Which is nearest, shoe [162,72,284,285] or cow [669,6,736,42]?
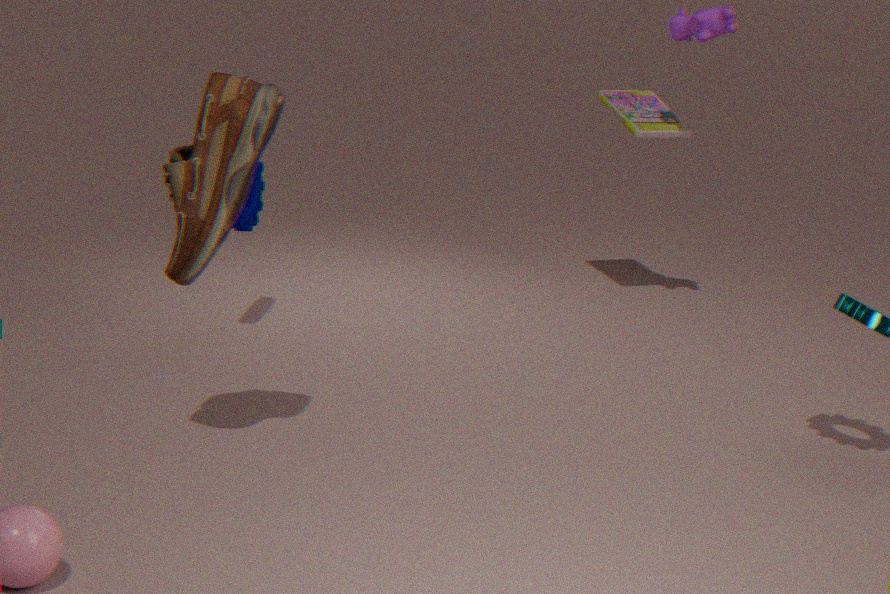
shoe [162,72,284,285]
